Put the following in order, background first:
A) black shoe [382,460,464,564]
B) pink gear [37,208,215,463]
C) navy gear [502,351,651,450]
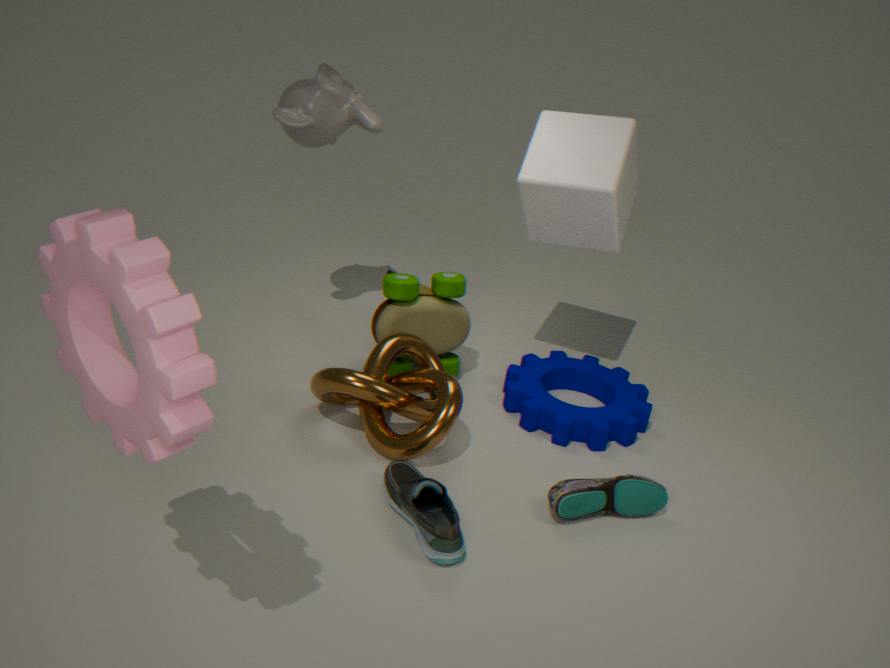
1. navy gear [502,351,651,450]
2. black shoe [382,460,464,564]
3. pink gear [37,208,215,463]
